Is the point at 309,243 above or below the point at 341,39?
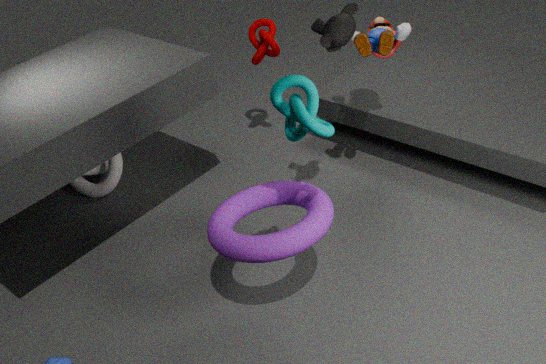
below
